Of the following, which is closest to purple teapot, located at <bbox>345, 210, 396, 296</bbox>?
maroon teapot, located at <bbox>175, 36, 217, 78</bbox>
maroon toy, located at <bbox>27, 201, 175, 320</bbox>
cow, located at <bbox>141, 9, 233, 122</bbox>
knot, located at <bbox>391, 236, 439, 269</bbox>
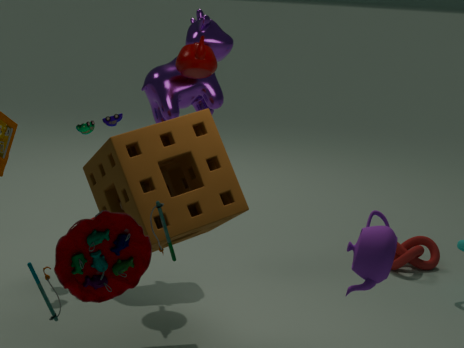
maroon toy, located at <bbox>27, 201, 175, 320</bbox>
